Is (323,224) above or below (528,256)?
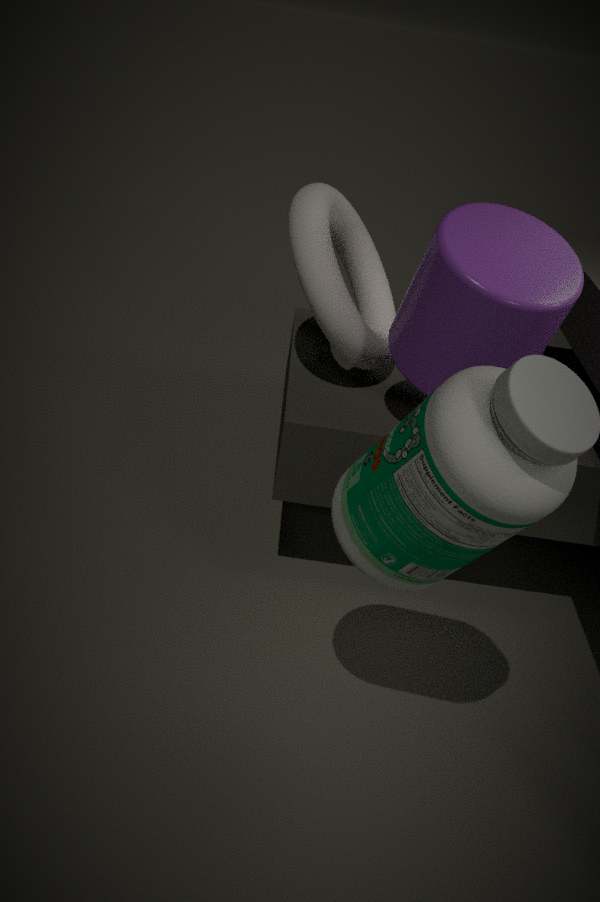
below
